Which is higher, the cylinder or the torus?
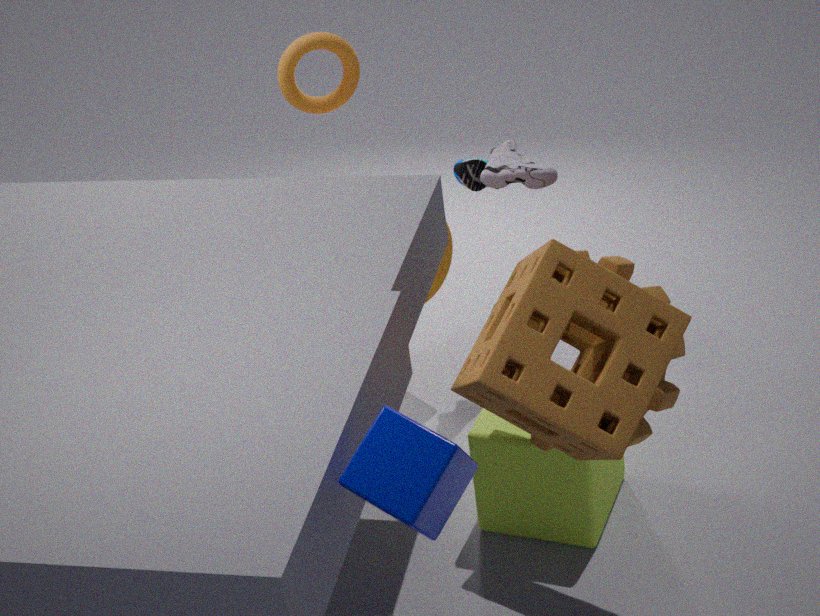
the torus
